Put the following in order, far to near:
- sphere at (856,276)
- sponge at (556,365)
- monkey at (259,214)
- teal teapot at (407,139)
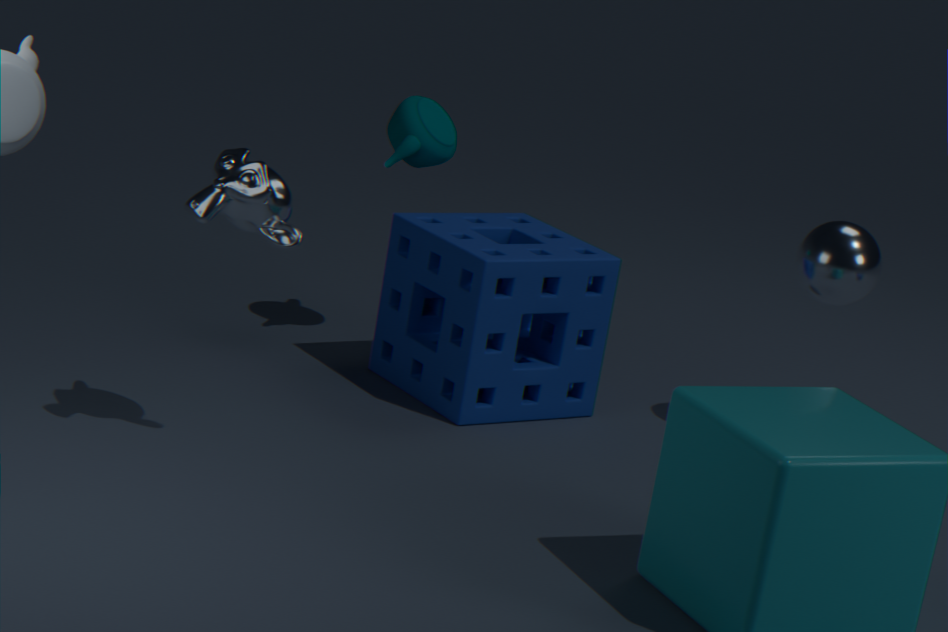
teal teapot at (407,139) → sphere at (856,276) → sponge at (556,365) → monkey at (259,214)
